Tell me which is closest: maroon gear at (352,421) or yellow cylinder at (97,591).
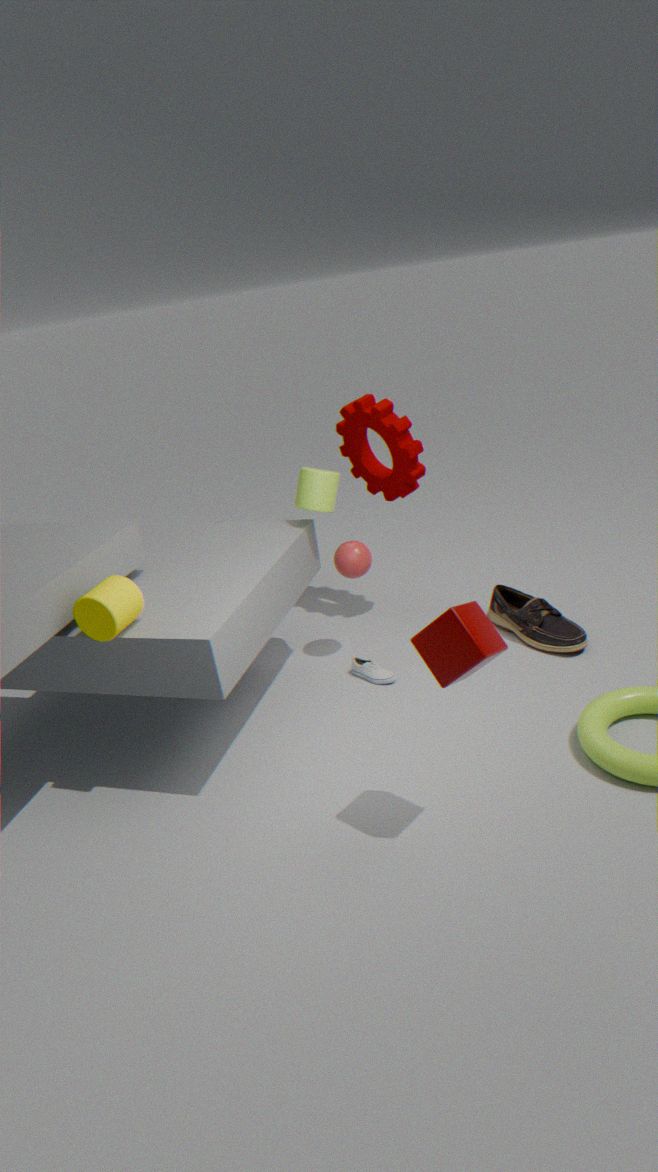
yellow cylinder at (97,591)
